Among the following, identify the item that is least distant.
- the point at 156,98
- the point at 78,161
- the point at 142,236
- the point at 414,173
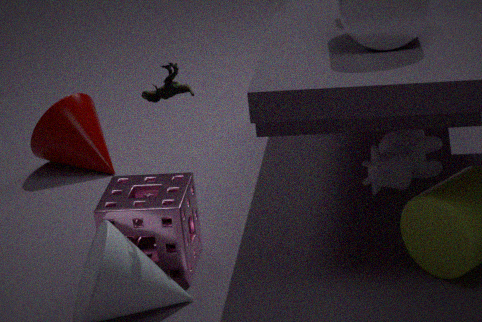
the point at 156,98
